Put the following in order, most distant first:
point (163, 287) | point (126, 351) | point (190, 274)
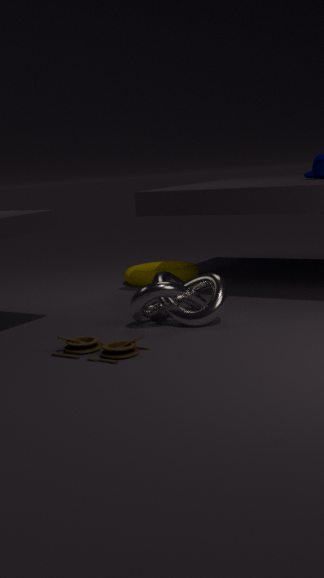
point (190, 274) → point (163, 287) → point (126, 351)
